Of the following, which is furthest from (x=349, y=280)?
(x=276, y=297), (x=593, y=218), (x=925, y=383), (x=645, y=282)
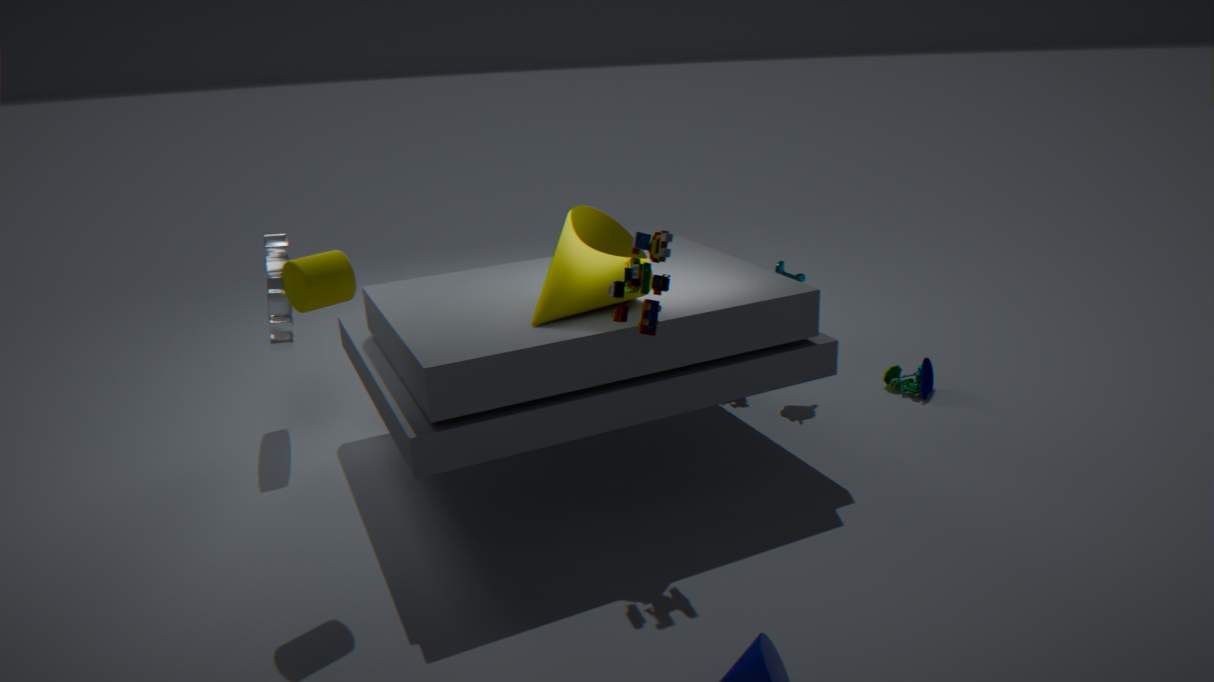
(x=925, y=383)
